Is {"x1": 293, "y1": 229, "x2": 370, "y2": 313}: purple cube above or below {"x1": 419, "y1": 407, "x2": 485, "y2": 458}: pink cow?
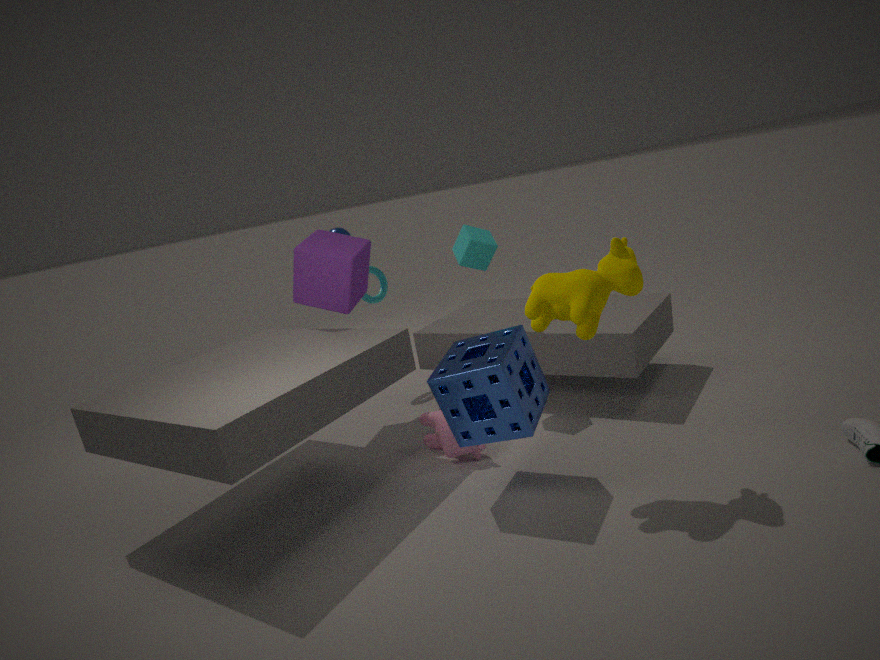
above
